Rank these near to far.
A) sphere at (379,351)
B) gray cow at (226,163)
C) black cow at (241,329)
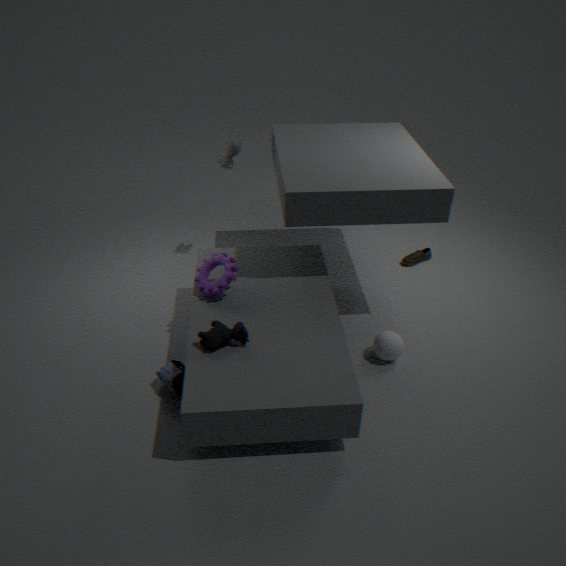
black cow at (241,329) < sphere at (379,351) < gray cow at (226,163)
